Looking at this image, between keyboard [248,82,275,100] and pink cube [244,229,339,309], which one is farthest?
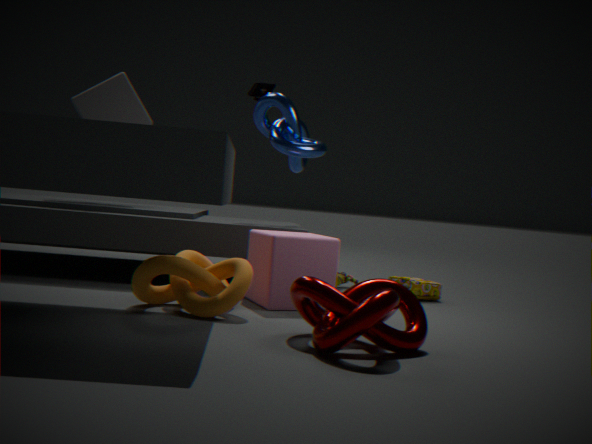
keyboard [248,82,275,100]
